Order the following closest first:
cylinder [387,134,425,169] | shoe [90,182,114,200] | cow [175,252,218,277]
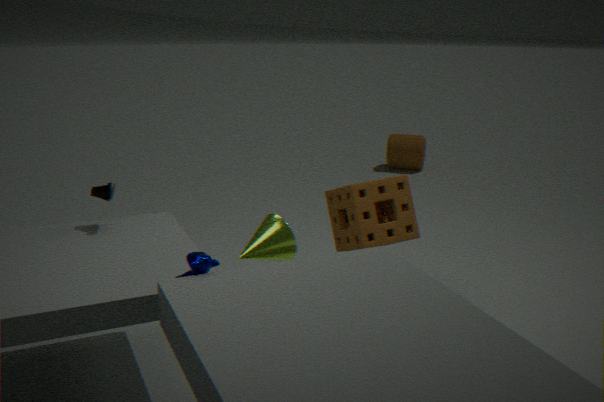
1. cow [175,252,218,277]
2. shoe [90,182,114,200]
3. cylinder [387,134,425,169]
